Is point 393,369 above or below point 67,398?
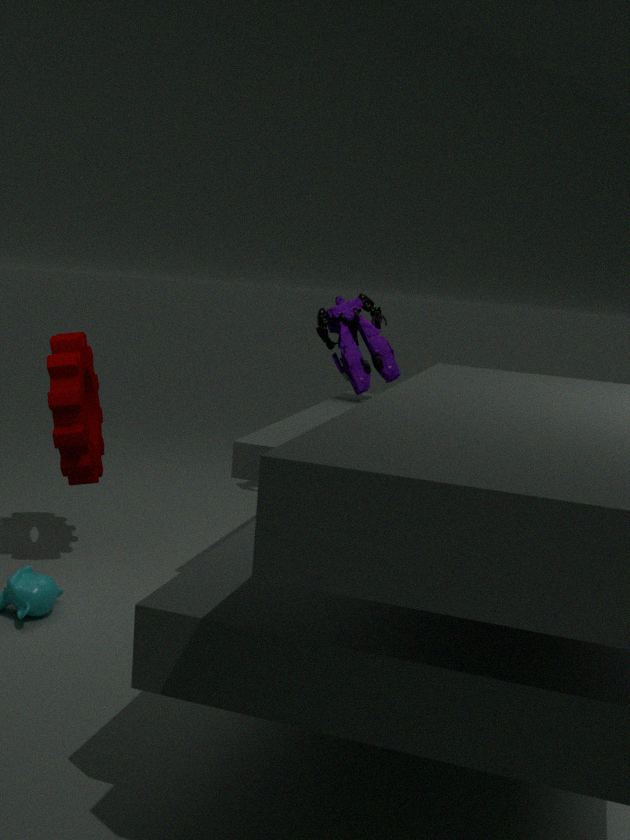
→ above
